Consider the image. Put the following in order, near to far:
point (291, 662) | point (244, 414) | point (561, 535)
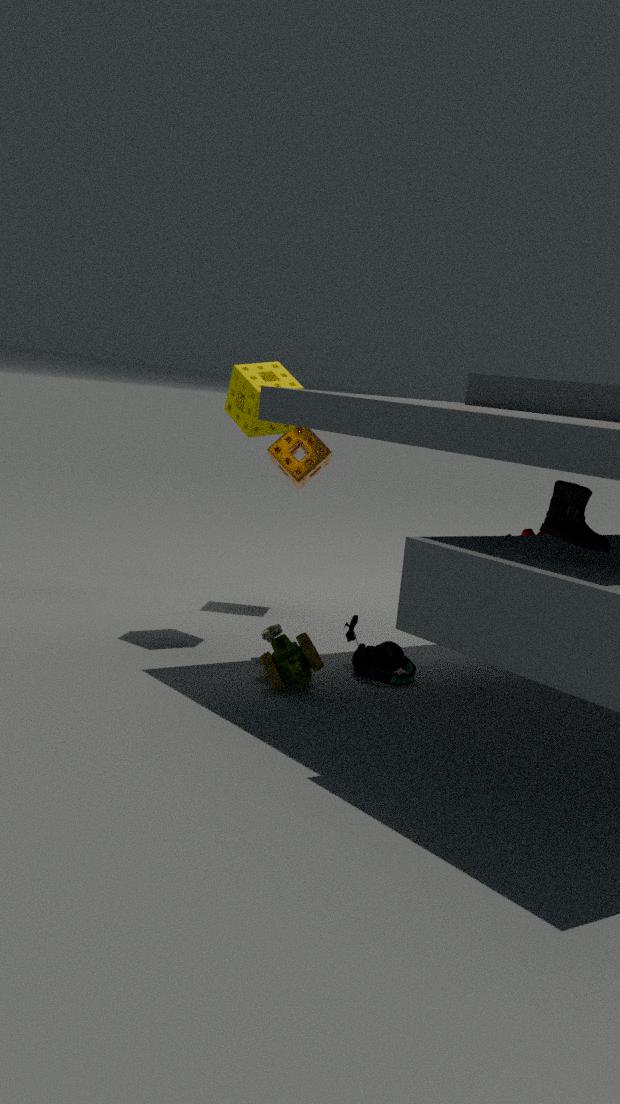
point (561, 535) < point (291, 662) < point (244, 414)
